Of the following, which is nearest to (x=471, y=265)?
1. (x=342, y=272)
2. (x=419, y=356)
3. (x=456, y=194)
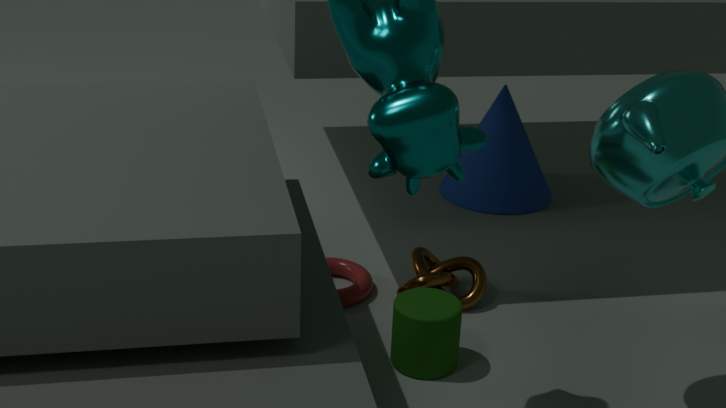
(x=342, y=272)
